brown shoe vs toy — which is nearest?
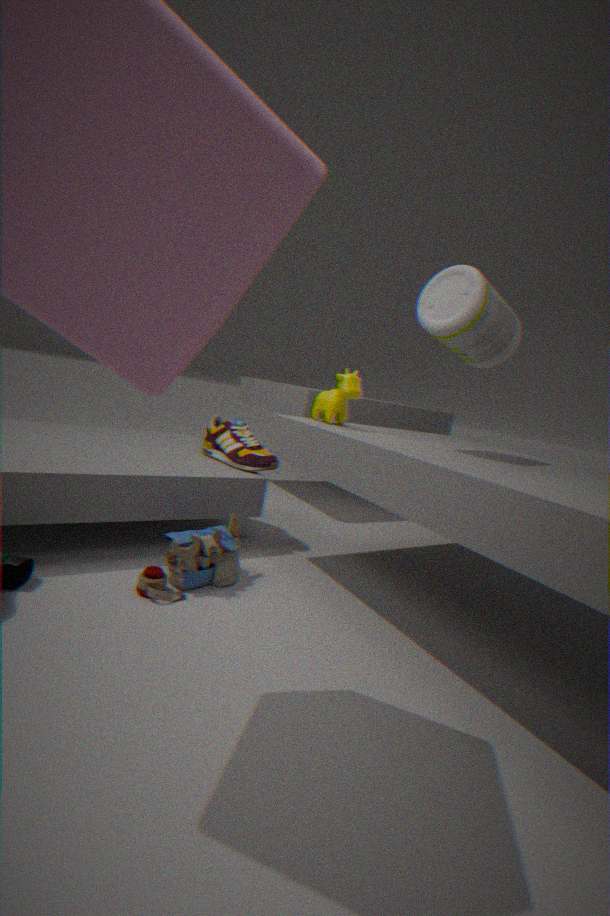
toy
